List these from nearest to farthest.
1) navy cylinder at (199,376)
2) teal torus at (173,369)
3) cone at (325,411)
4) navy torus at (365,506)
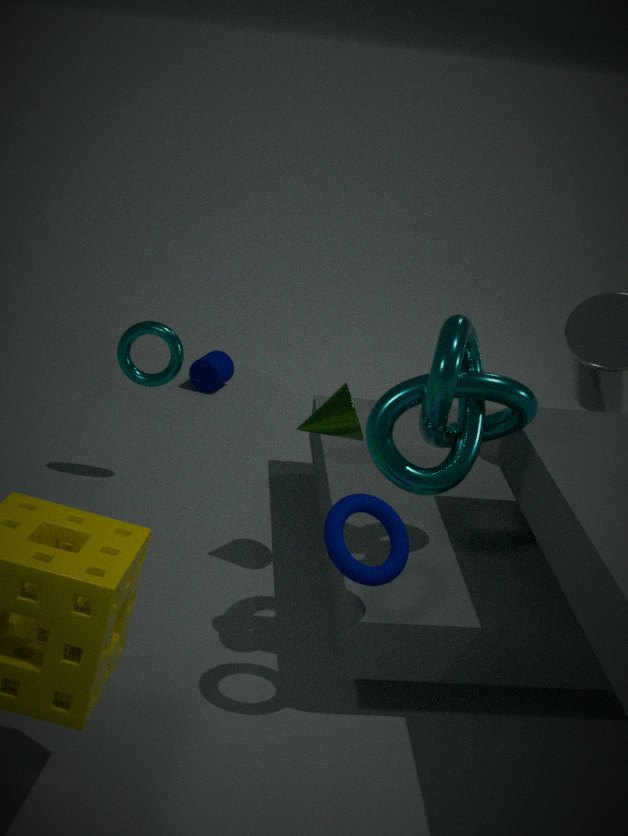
4. navy torus at (365,506) → 3. cone at (325,411) → 2. teal torus at (173,369) → 1. navy cylinder at (199,376)
